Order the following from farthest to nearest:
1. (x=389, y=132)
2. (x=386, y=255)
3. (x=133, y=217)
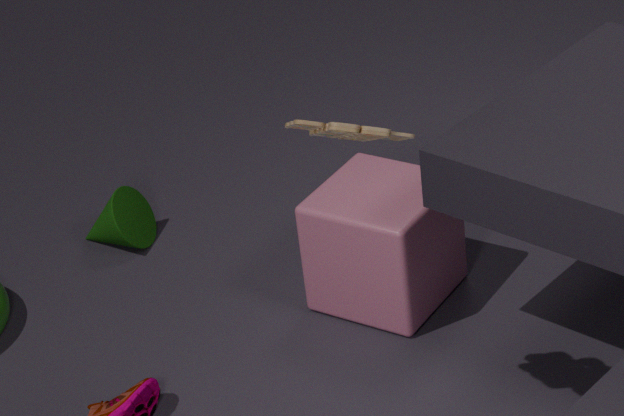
1. (x=133, y=217)
2. (x=386, y=255)
3. (x=389, y=132)
